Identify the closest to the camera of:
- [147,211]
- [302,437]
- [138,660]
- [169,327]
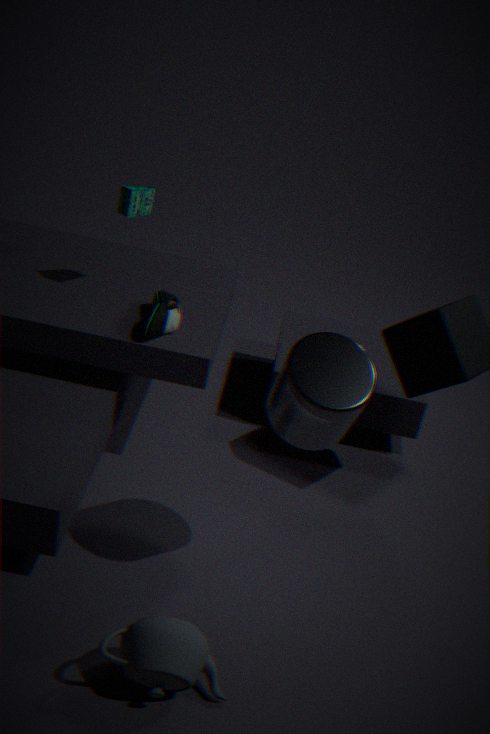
[138,660]
